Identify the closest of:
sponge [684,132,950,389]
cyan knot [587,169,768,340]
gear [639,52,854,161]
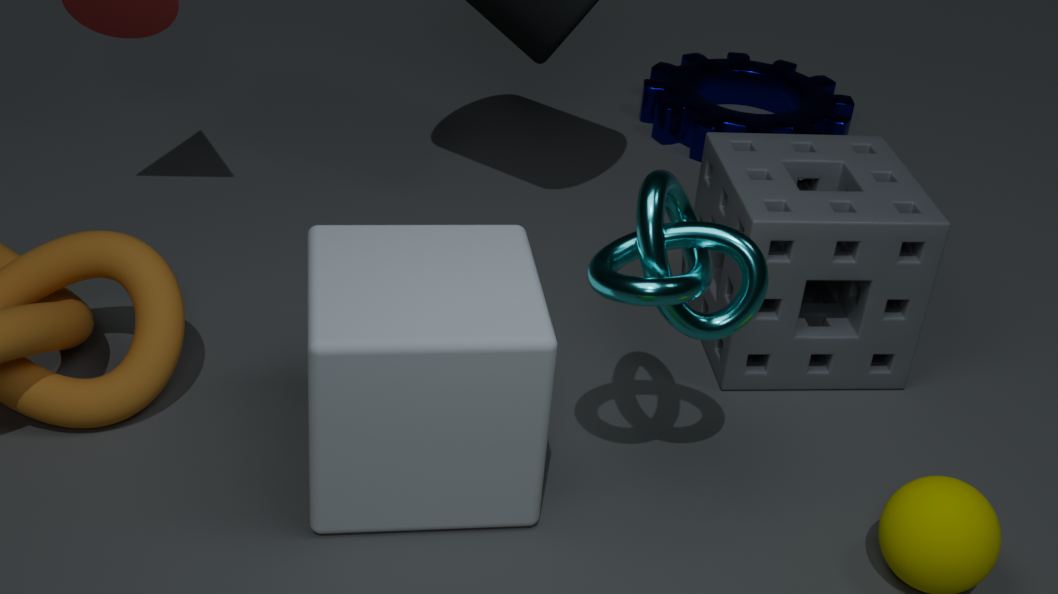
cyan knot [587,169,768,340]
